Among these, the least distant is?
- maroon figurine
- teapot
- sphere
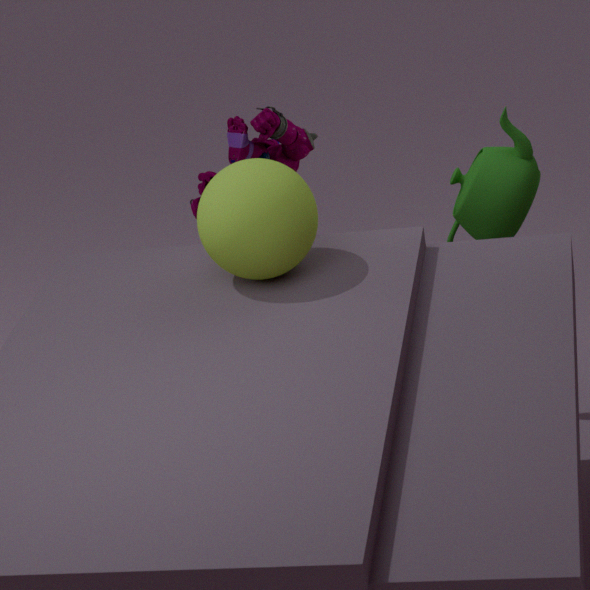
sphere
